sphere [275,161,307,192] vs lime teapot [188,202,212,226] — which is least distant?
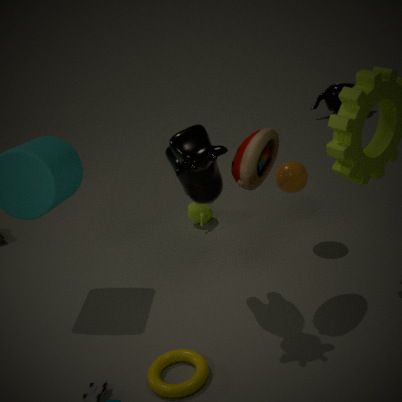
sphere [275,161,307,192]
